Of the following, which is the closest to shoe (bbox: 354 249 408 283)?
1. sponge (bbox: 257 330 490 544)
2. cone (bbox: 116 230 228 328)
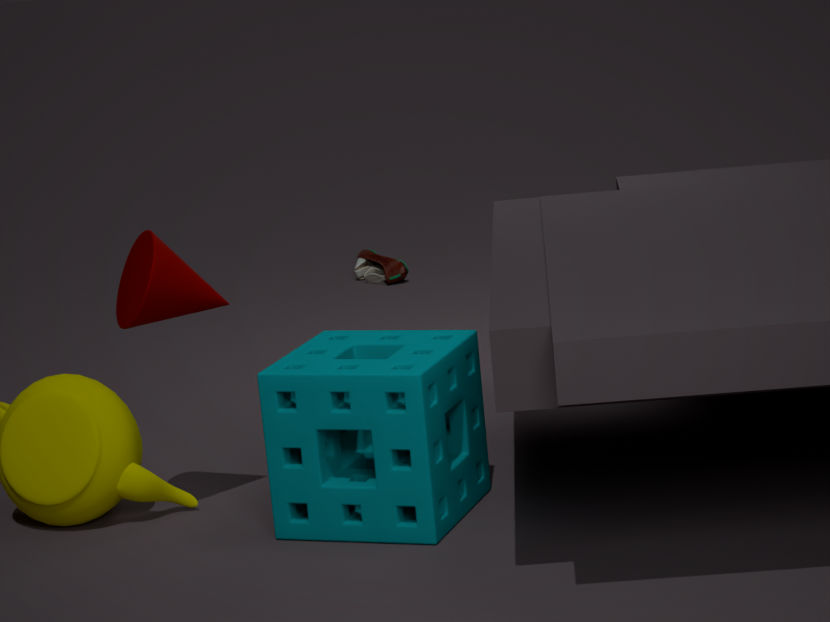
sponge (bbox: 257 330 490 544)
